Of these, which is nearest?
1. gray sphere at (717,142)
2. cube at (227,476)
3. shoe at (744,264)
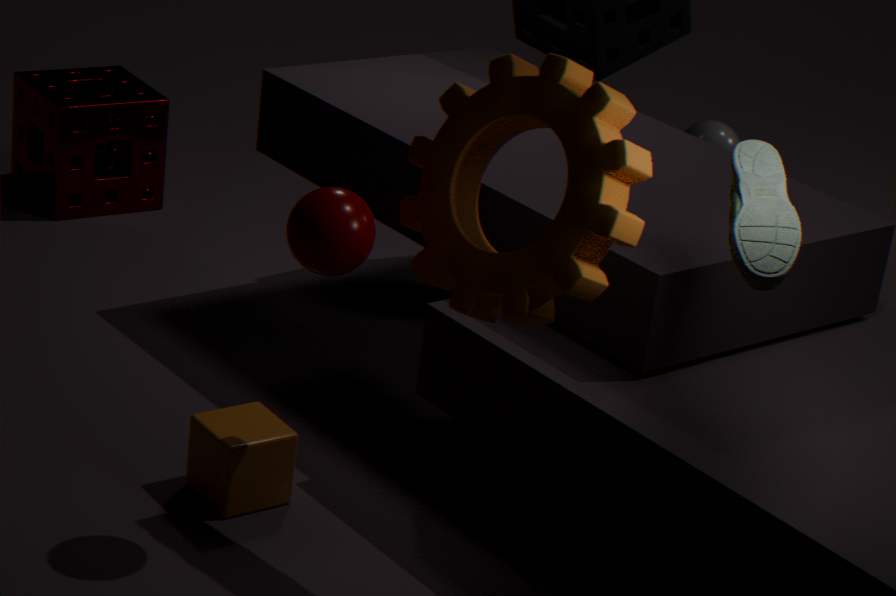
shoe at (744,264)
